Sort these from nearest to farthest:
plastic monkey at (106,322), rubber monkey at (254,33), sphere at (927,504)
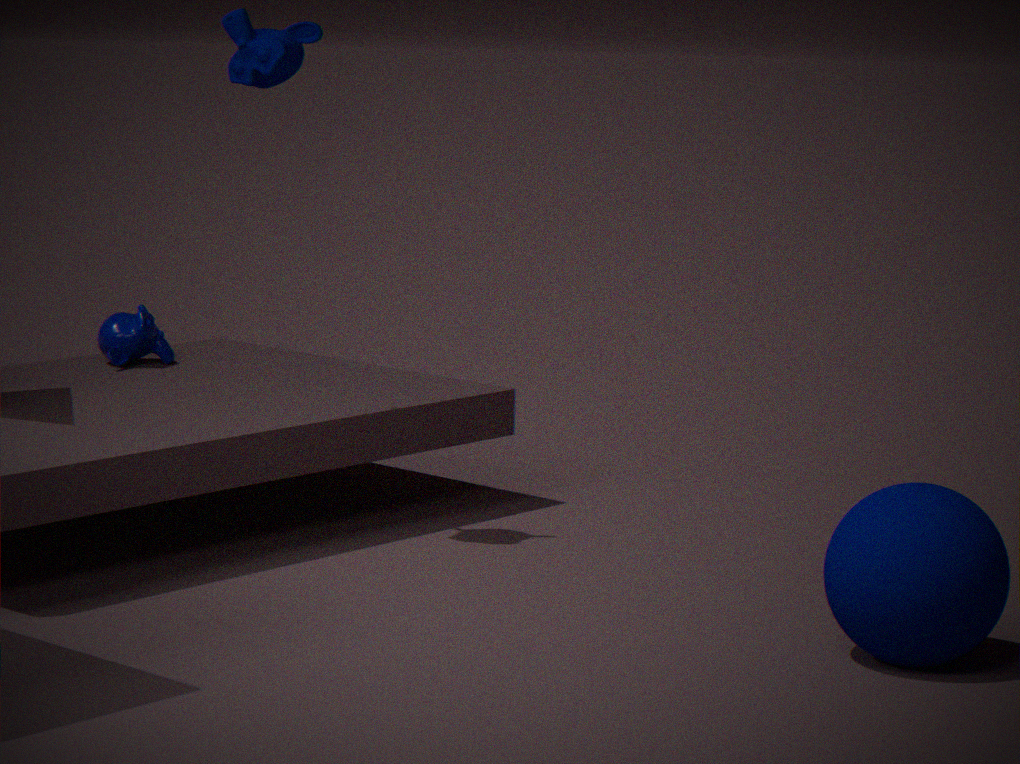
1. sphere at (927,504)
2. rubber monkey at (254,33)
3. plastic monkey at (106,322)
